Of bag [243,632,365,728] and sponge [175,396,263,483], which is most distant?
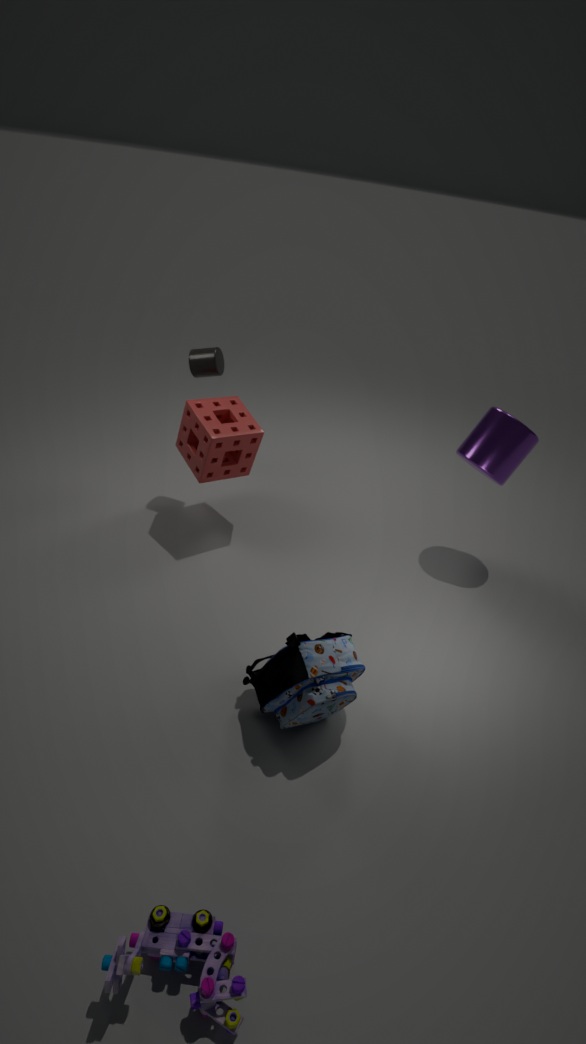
sponge [175,396,263,483]
